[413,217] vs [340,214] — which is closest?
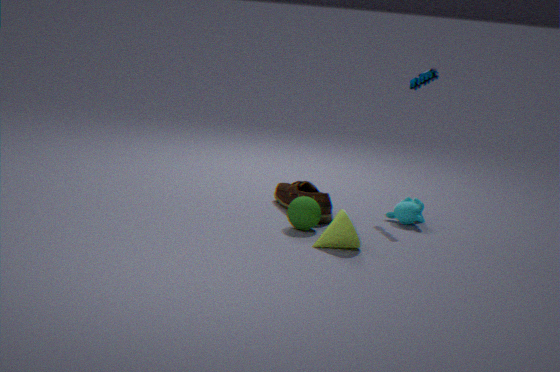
[340,214]
